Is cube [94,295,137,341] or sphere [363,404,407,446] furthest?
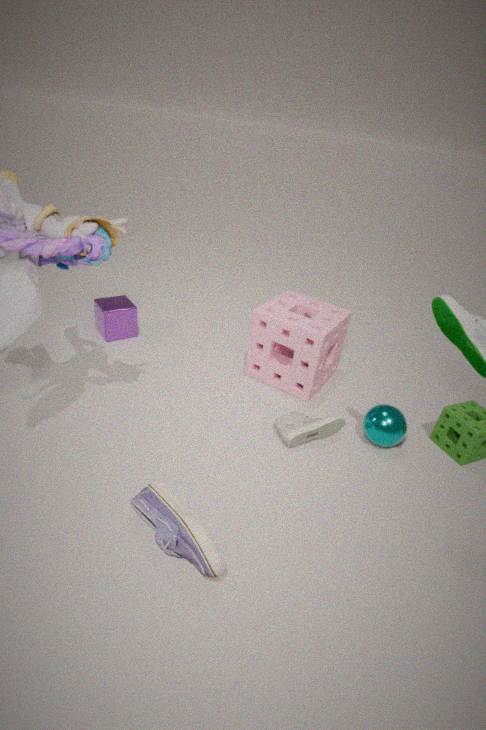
cube [94,295,137,341]
